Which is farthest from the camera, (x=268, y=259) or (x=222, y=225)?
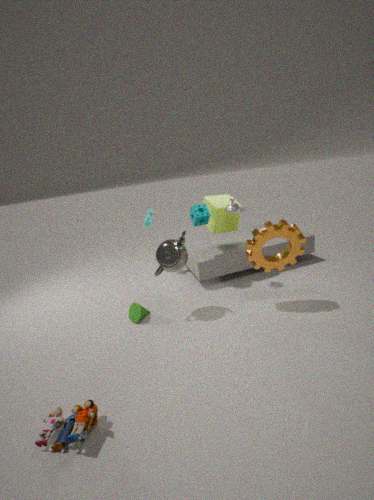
(x=222, y=225)
